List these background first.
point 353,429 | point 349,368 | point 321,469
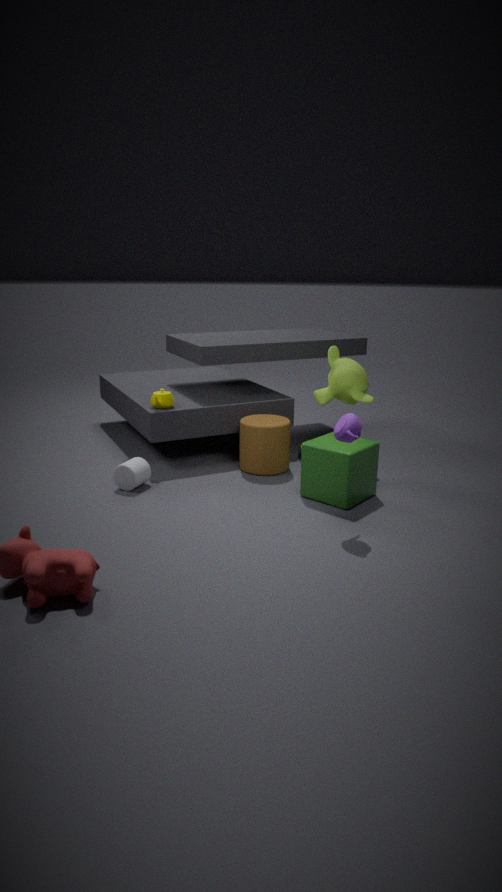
point 349,368
point 321,469
point 353,429
